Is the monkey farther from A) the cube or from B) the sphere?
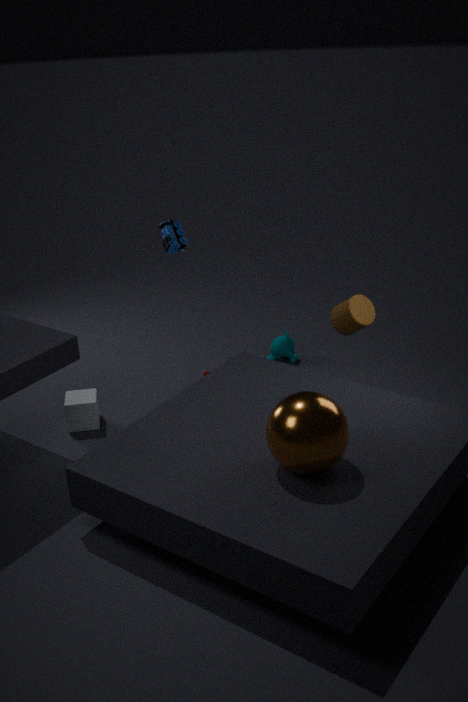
B) the sphere
